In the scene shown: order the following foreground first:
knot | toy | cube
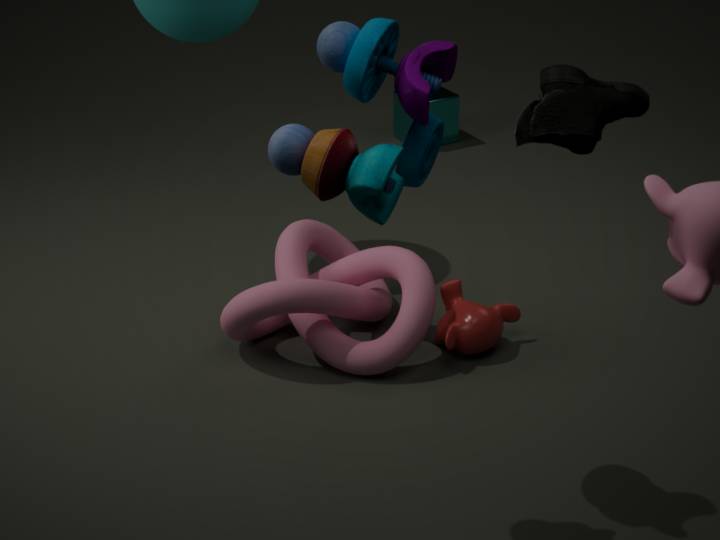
toy, knot, cube
